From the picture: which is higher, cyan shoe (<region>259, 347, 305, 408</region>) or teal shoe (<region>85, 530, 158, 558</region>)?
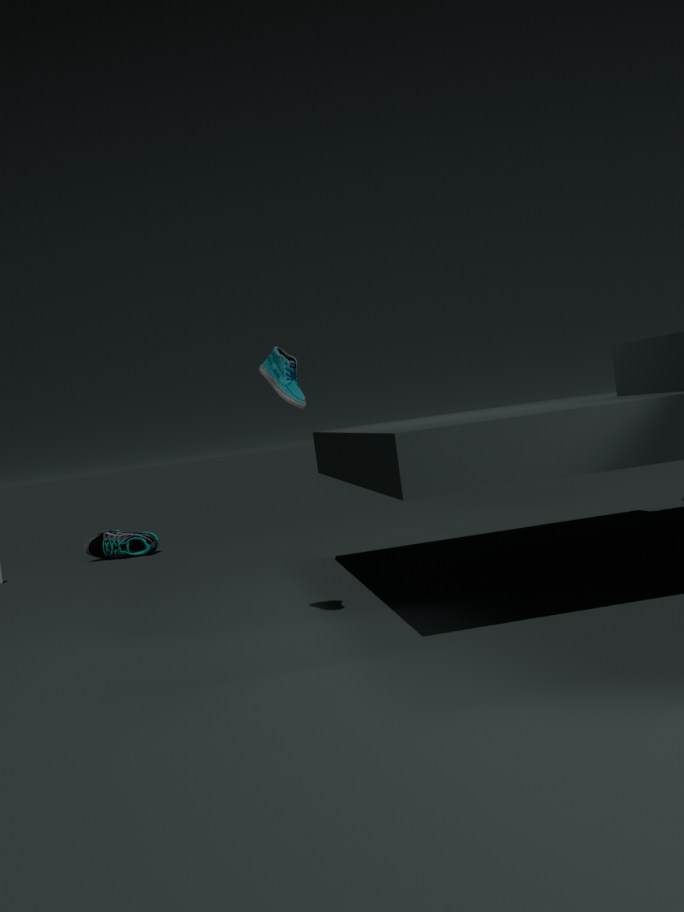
cyan shoe (<region>259, 347, 305, 408</region>)
